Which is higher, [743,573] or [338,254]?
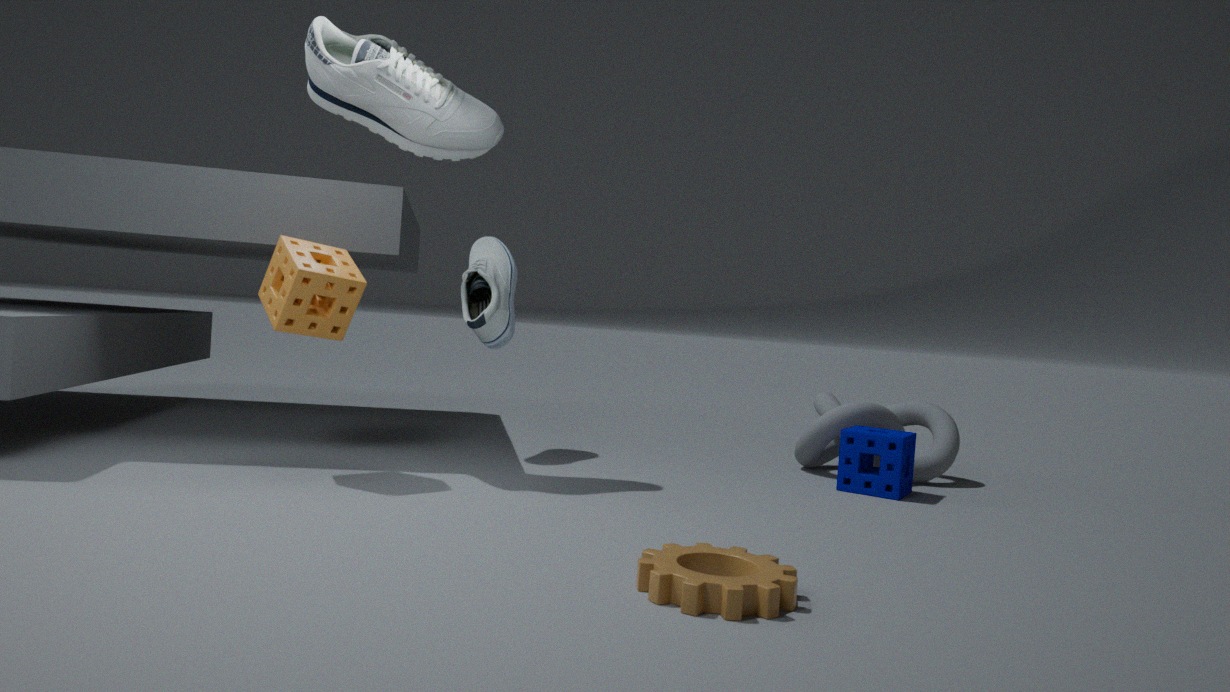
[338,254]
